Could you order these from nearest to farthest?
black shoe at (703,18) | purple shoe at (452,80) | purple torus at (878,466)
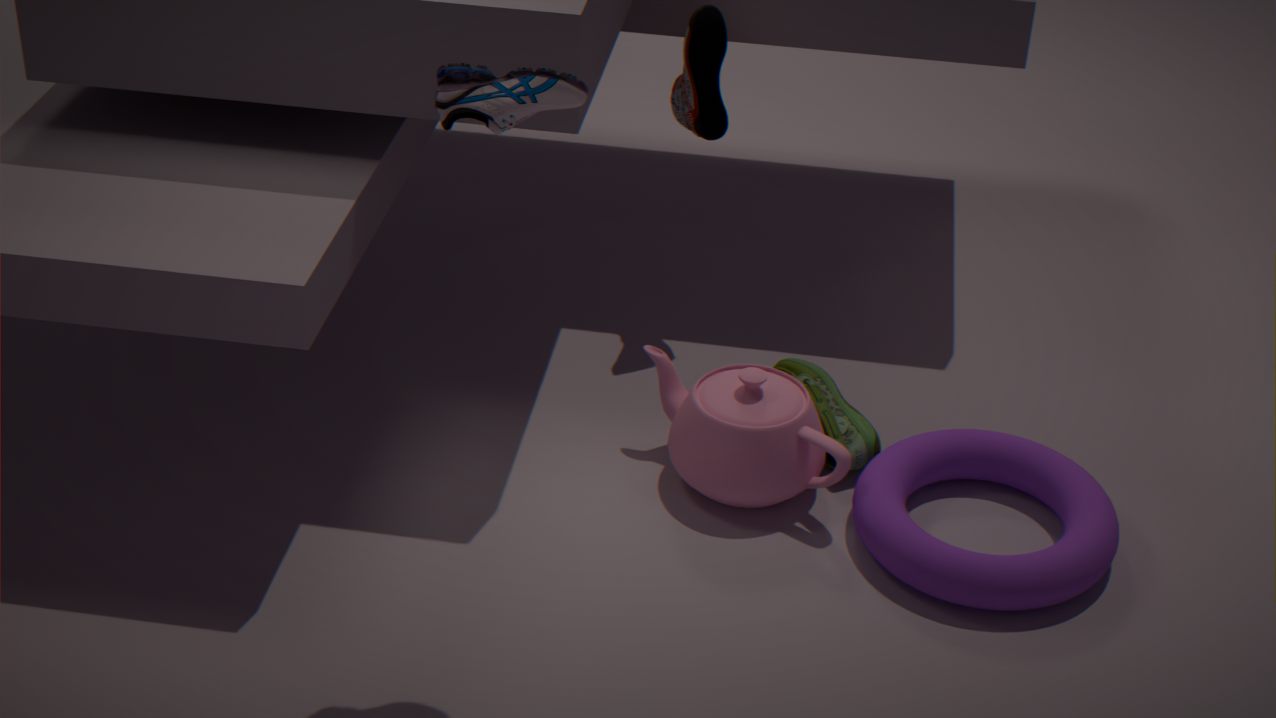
purple shoe at (452,80) → purple torus at (878,466) → black shoe at (703,18)
